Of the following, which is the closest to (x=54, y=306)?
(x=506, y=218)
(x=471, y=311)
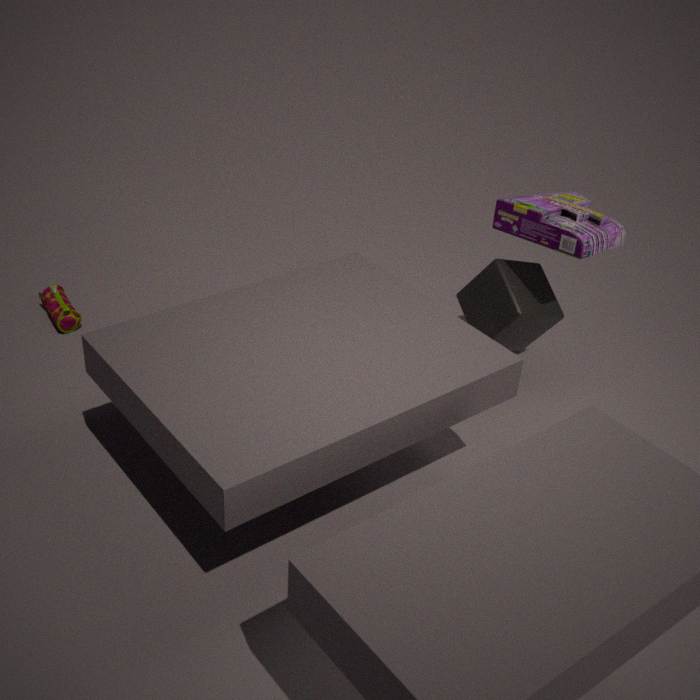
(x=471, y=311)
